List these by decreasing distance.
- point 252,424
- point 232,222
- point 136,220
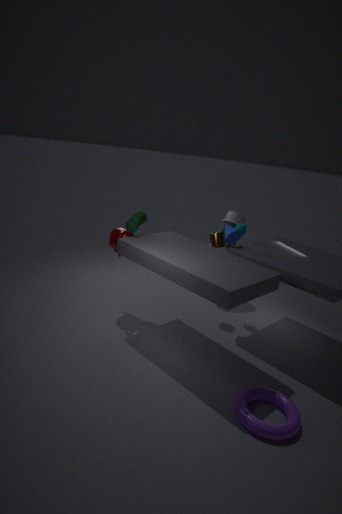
point 232,222
point 136,220
point 252,424
